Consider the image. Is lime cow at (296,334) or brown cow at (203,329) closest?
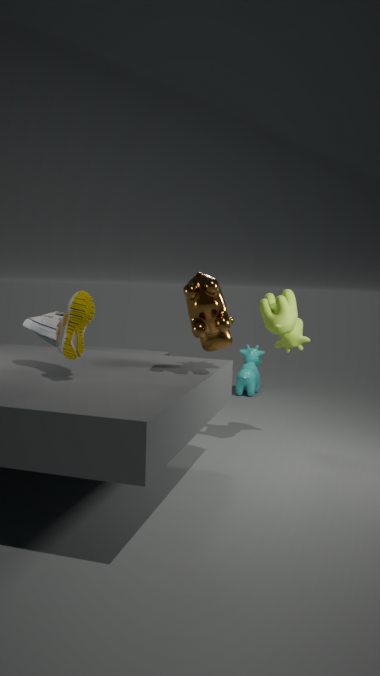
brown cow at (203,329)
